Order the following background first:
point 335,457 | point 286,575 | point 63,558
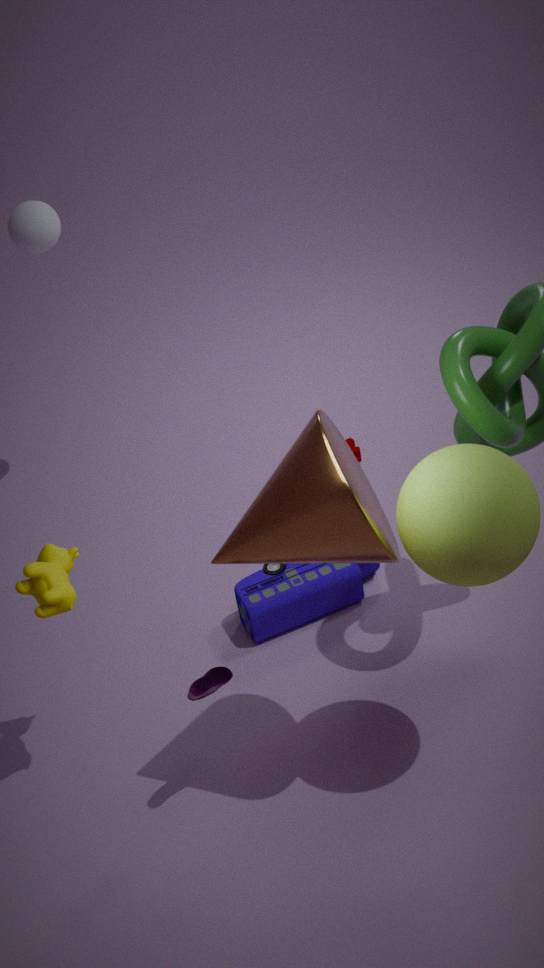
1. point 286,575
2. point 63,558
3. point 335,457
